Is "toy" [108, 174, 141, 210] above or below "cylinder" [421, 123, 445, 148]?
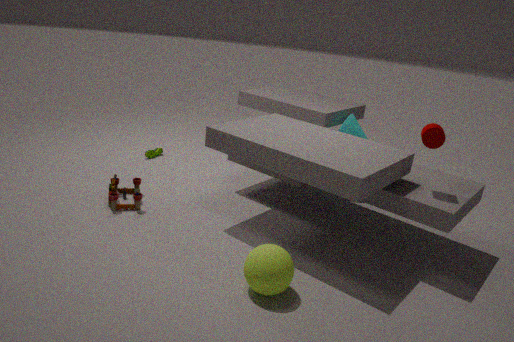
below
